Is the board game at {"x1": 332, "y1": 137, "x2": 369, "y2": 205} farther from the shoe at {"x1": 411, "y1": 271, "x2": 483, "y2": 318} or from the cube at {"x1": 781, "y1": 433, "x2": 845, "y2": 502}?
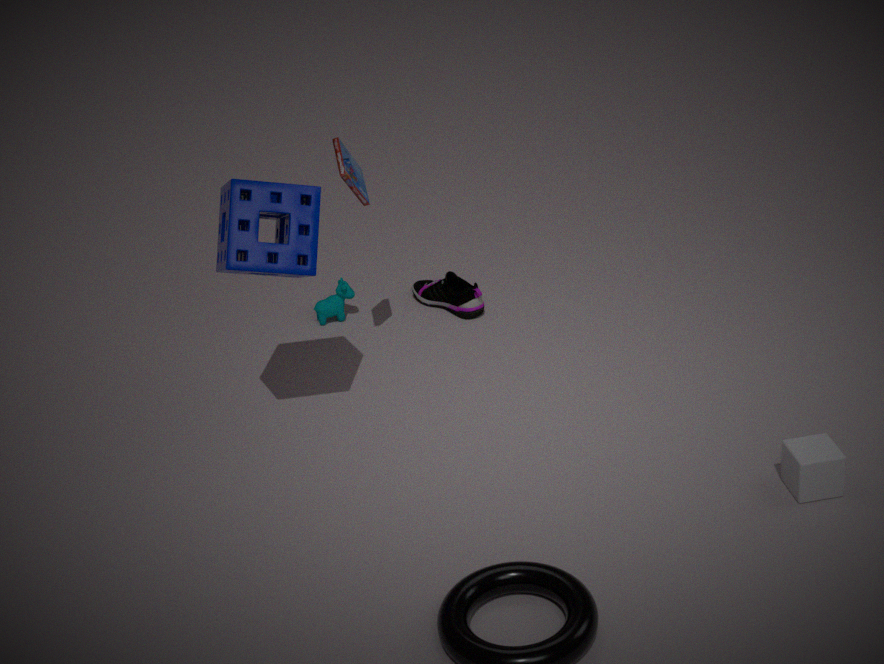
the cube at {"x1": 781, "y1": 433, "x2": 845, "y2": 502}
